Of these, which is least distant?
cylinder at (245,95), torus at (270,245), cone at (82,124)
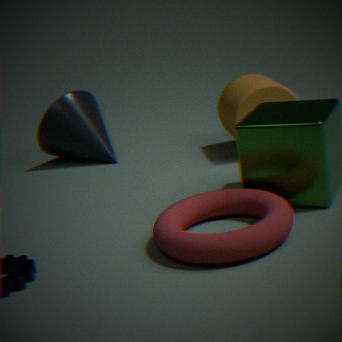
torus at (270,245)
